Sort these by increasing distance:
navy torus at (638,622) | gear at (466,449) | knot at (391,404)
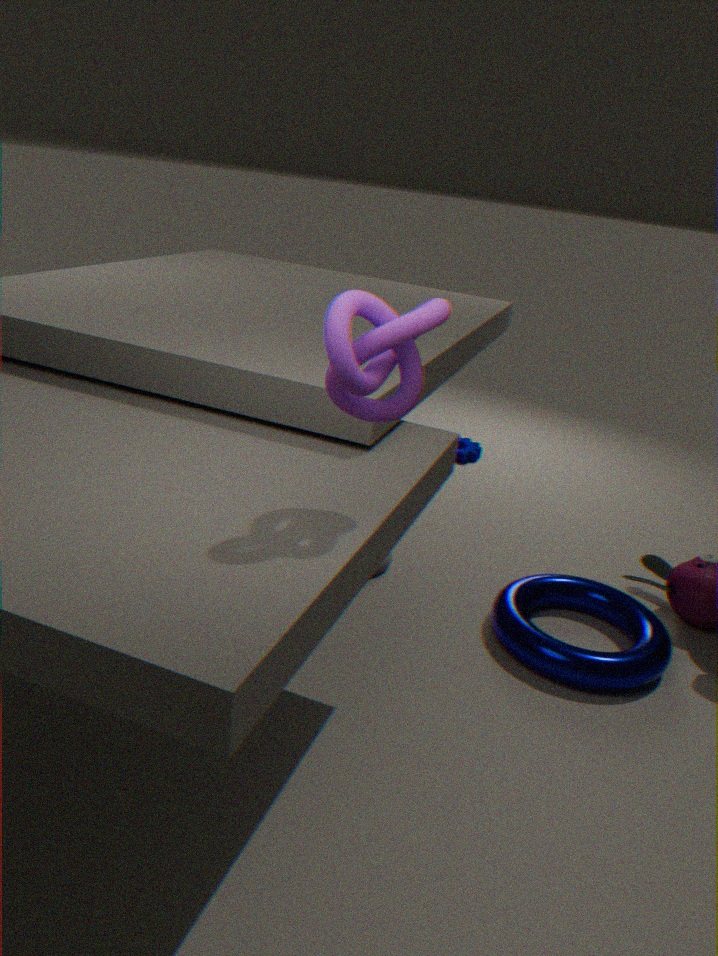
knot at (391,404) < navy torus at (638,622) < gear at (466,449)
